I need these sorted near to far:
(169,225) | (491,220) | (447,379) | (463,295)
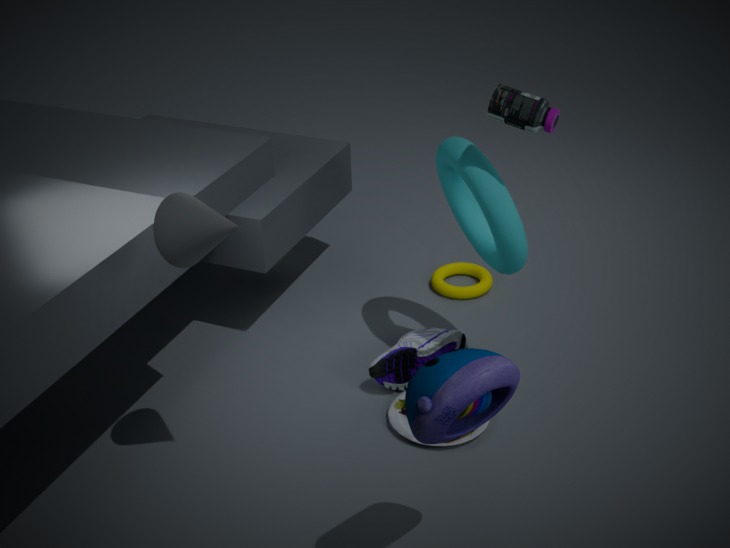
(447,379), (169,225), (491,220), (463,295)
